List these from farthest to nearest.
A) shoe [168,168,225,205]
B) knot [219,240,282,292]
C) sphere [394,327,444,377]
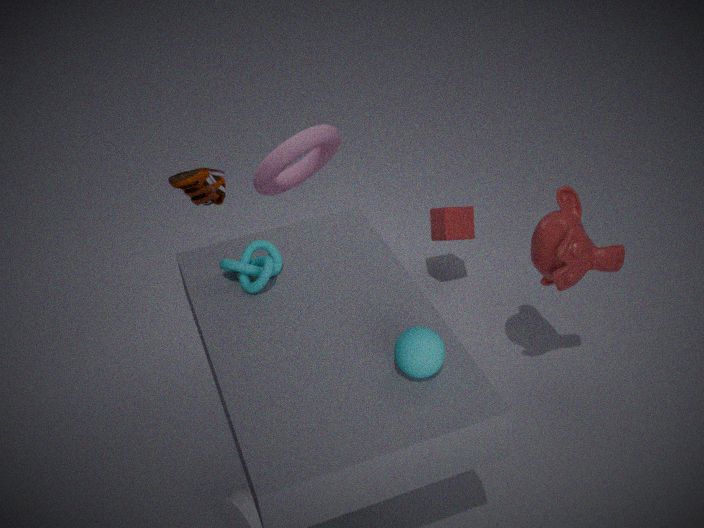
1. shoe [168,168,225,205]
2. knot [219,240,282,292]
3. sphere [394,327,444,377]
